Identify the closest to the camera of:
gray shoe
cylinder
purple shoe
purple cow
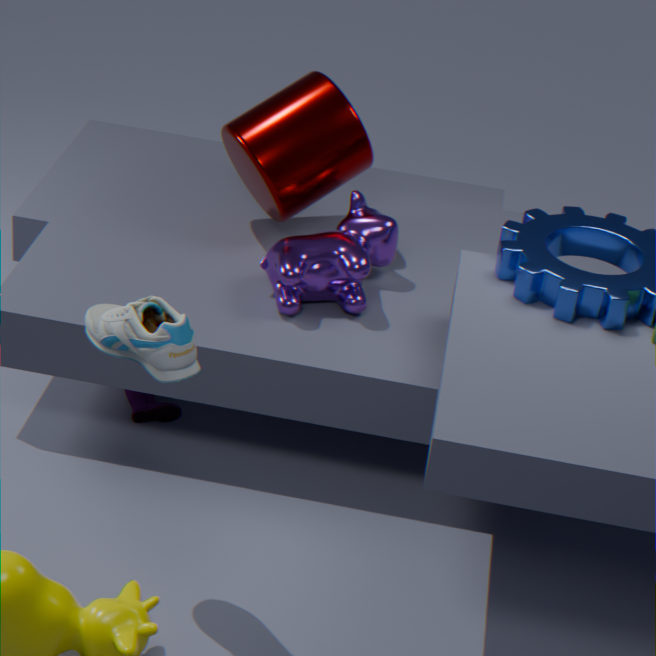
gray shoe
